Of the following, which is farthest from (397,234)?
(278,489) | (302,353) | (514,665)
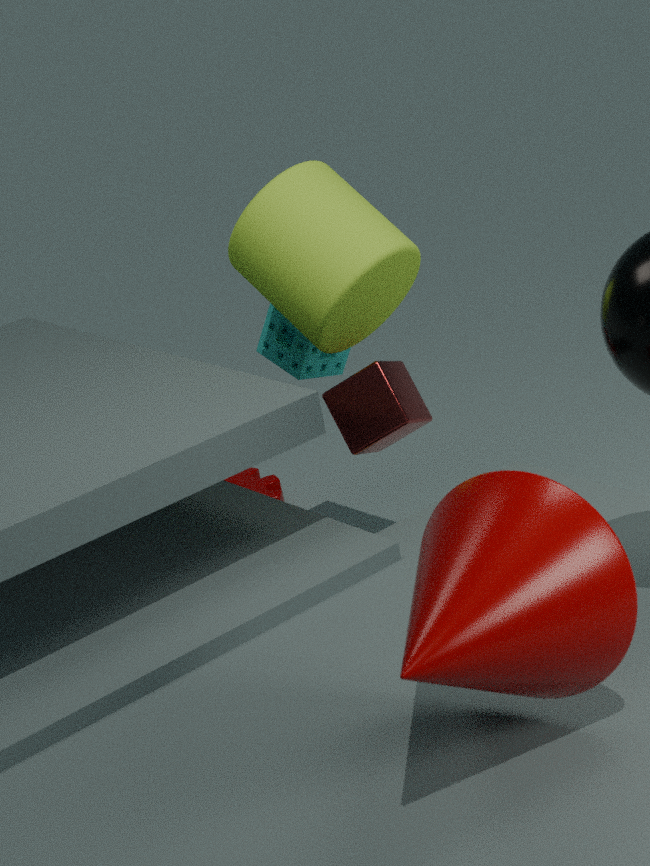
(514,665)
